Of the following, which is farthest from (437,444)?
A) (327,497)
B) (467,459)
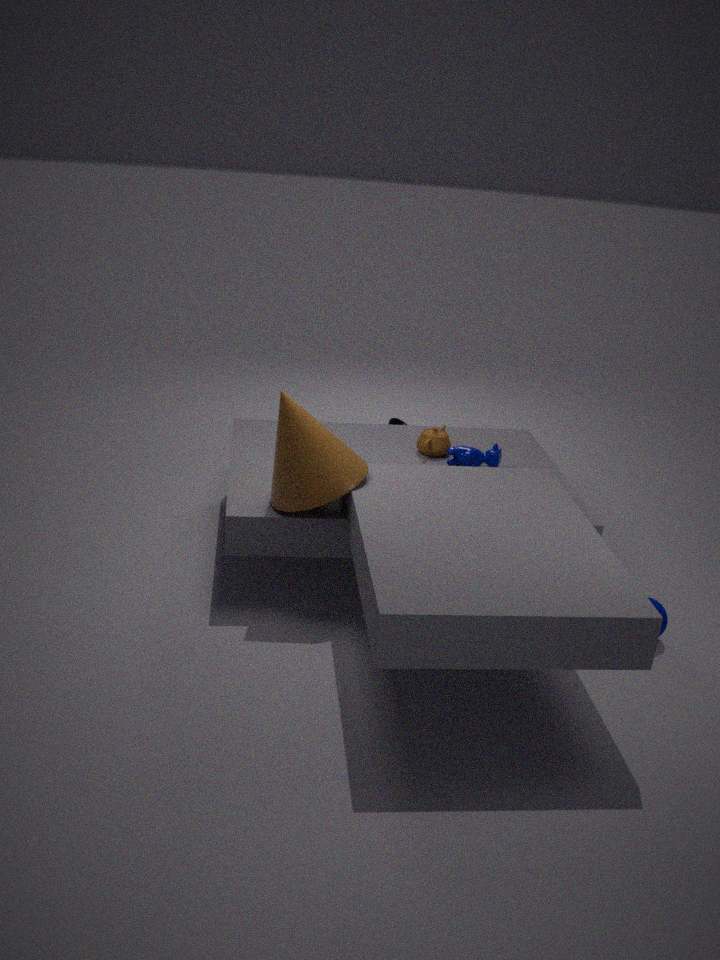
(327,497)
